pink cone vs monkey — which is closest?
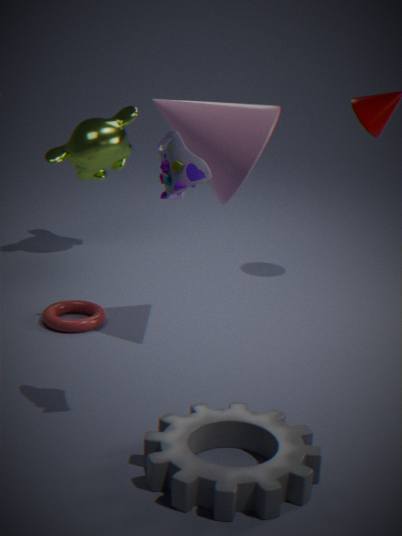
pink cone
